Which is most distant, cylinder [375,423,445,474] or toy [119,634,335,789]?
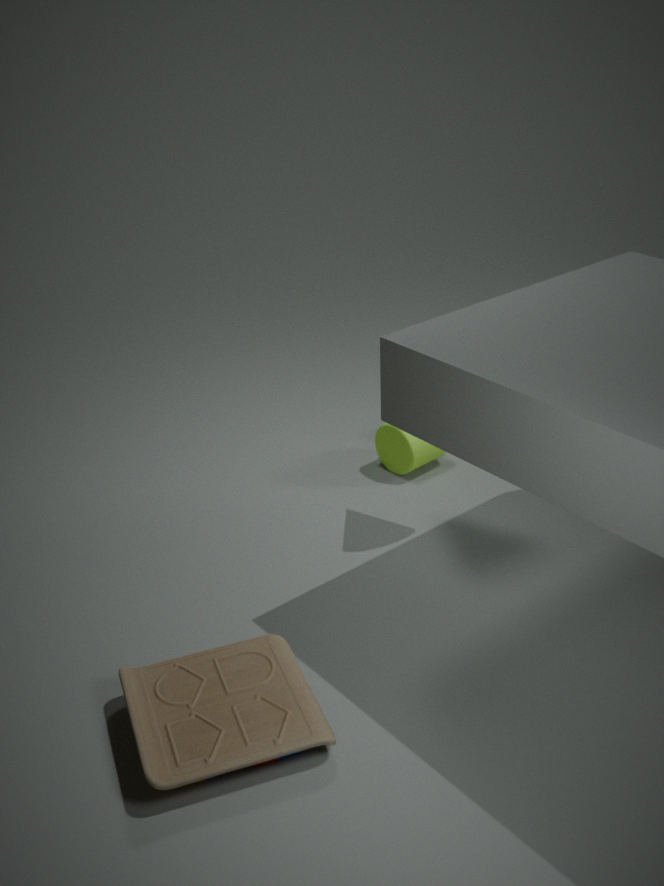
cylinder [375,423,445,474]
